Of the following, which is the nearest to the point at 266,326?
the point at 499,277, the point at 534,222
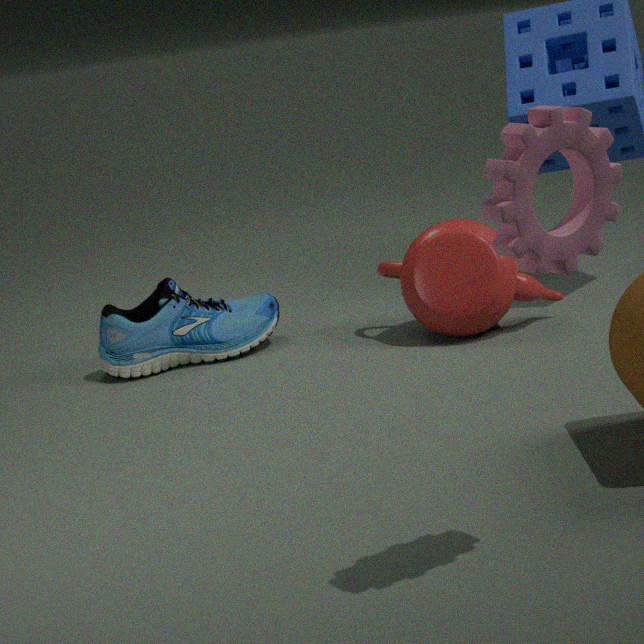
the point at 499,277
